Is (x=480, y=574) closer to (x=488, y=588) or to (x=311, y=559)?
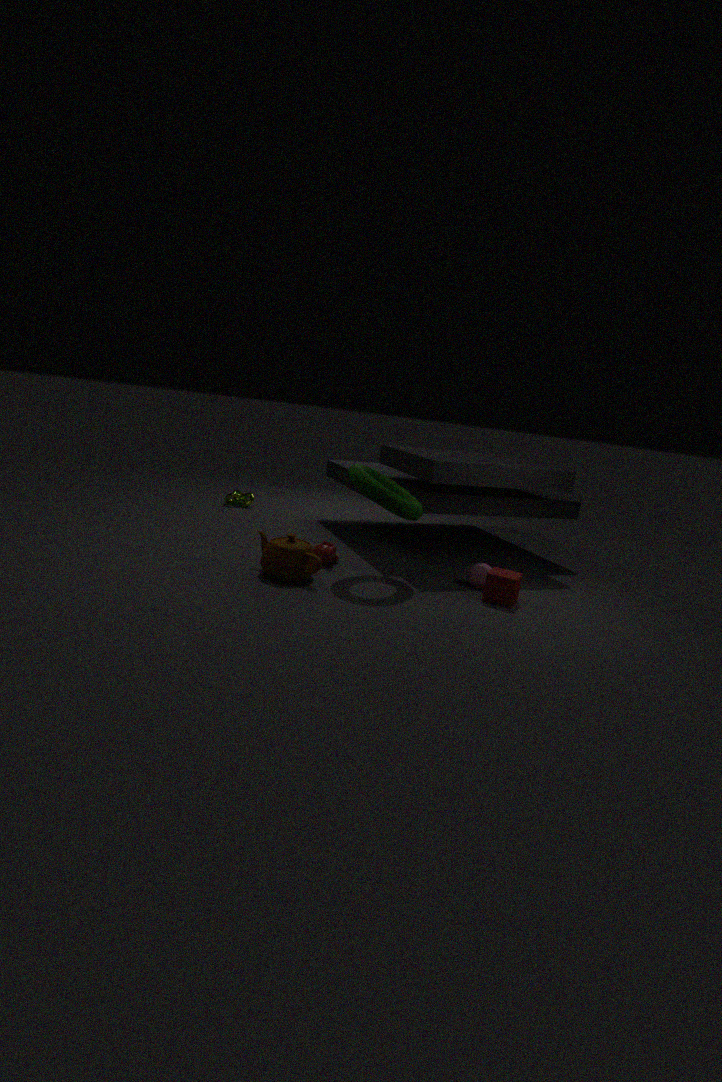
(x=488, y=588)
